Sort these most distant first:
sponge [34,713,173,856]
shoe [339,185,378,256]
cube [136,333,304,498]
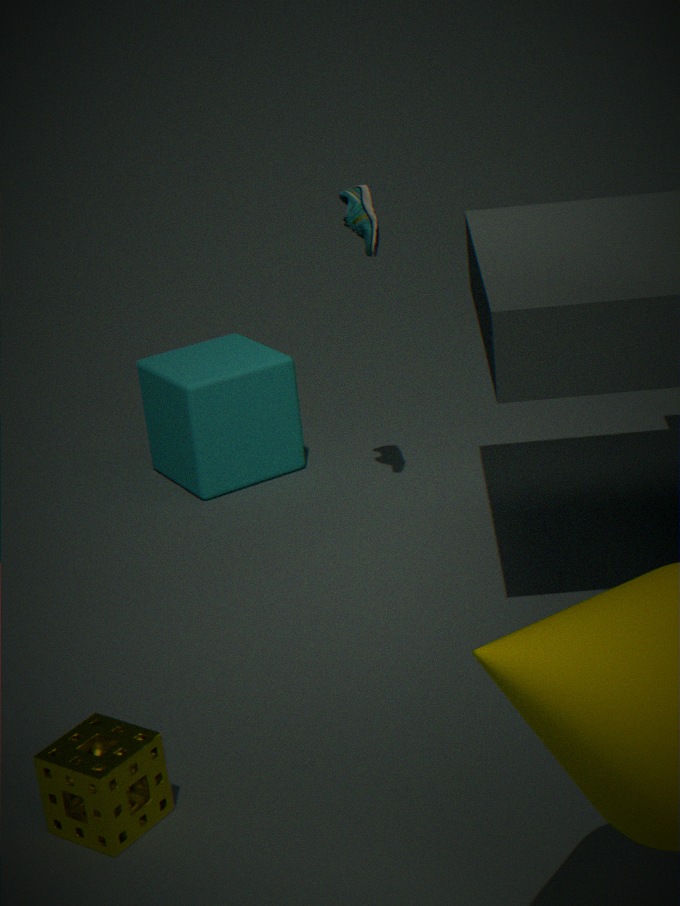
cube [136,333,304,498] < shoe [339,185,378,256] < sponge [34,713,173,856]
